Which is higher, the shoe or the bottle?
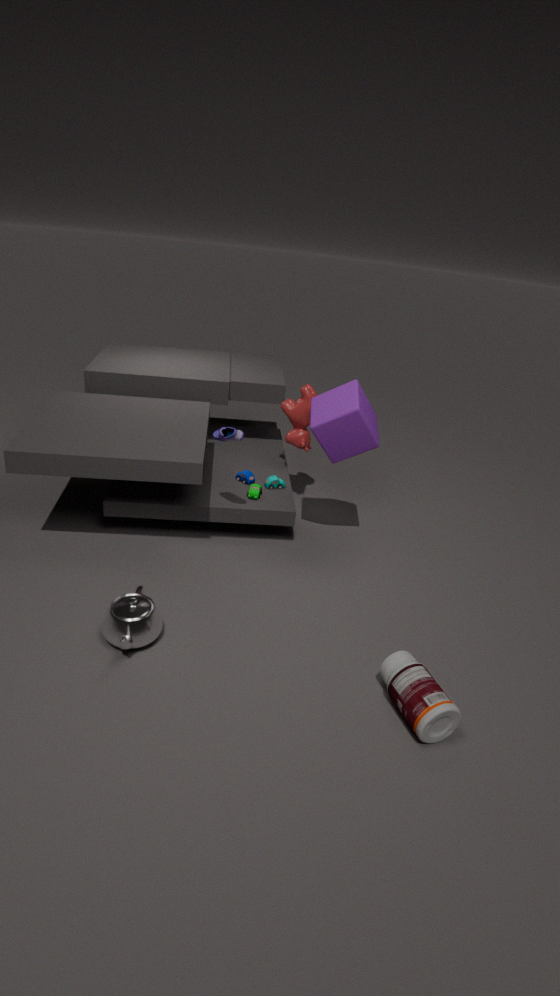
the shoe
